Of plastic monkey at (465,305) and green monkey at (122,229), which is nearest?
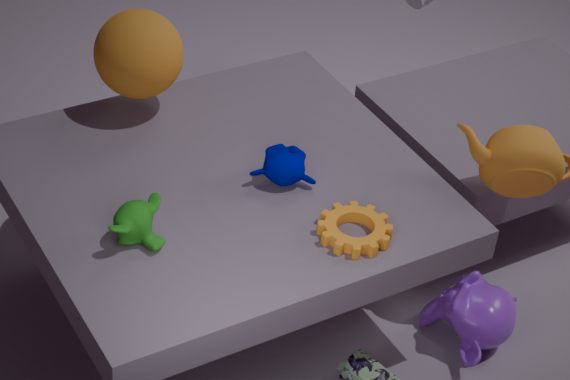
green monkey at (122,229)
